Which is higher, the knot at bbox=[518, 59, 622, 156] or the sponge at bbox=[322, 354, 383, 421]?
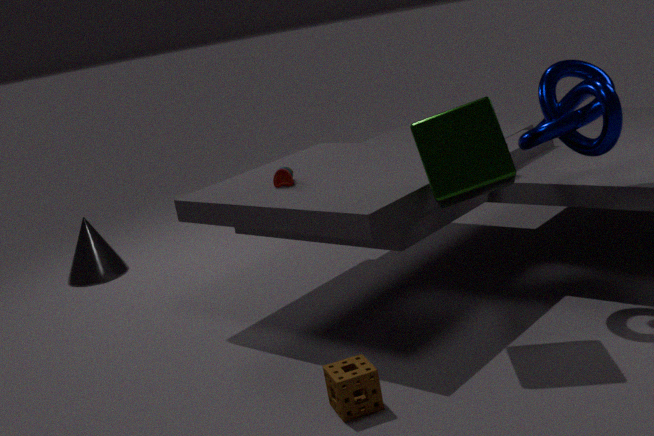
the knot at bbox=[518, 59, 622, 156]
